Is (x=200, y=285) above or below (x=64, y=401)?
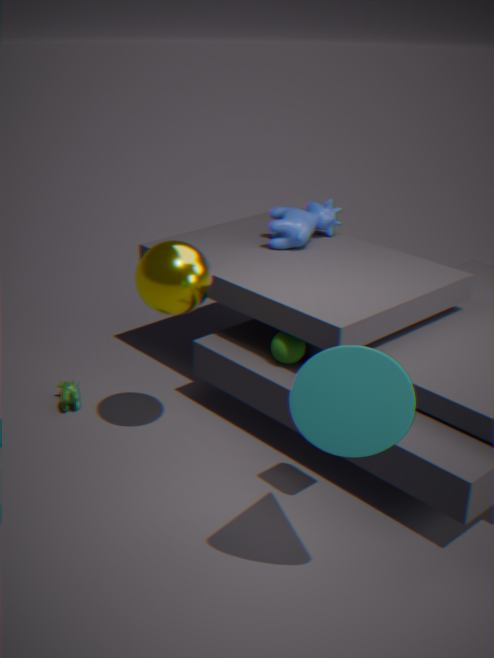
above
